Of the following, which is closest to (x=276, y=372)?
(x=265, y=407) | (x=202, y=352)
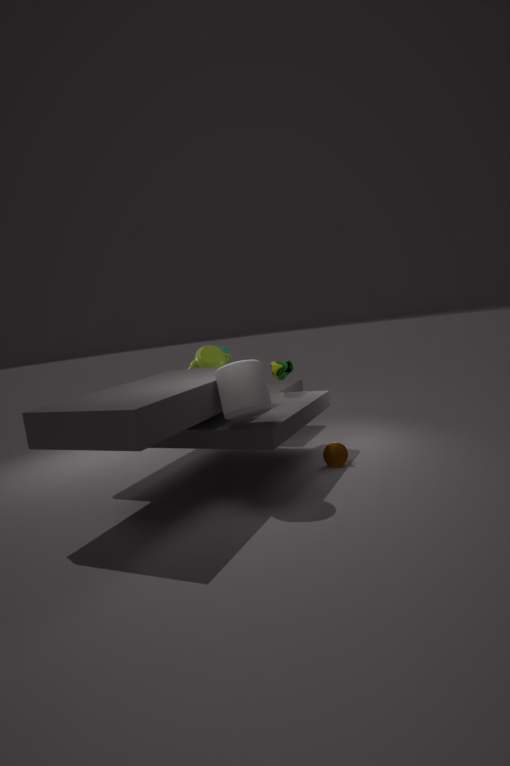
(x=202, y=352)
